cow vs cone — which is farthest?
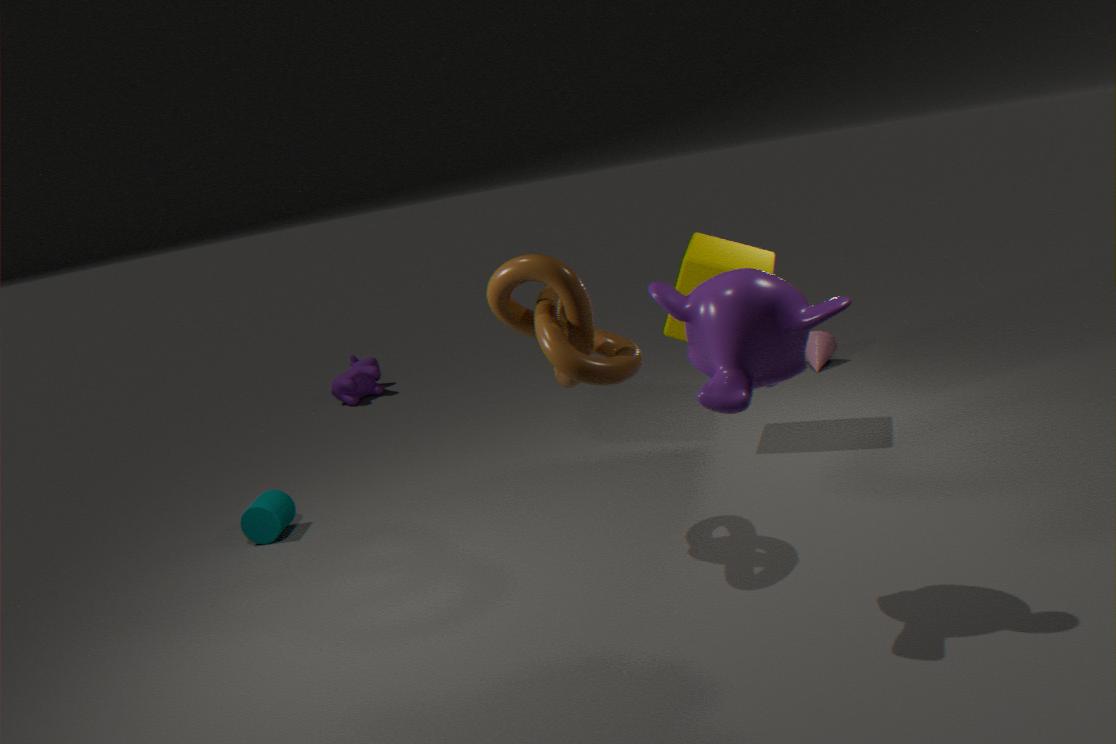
cow
